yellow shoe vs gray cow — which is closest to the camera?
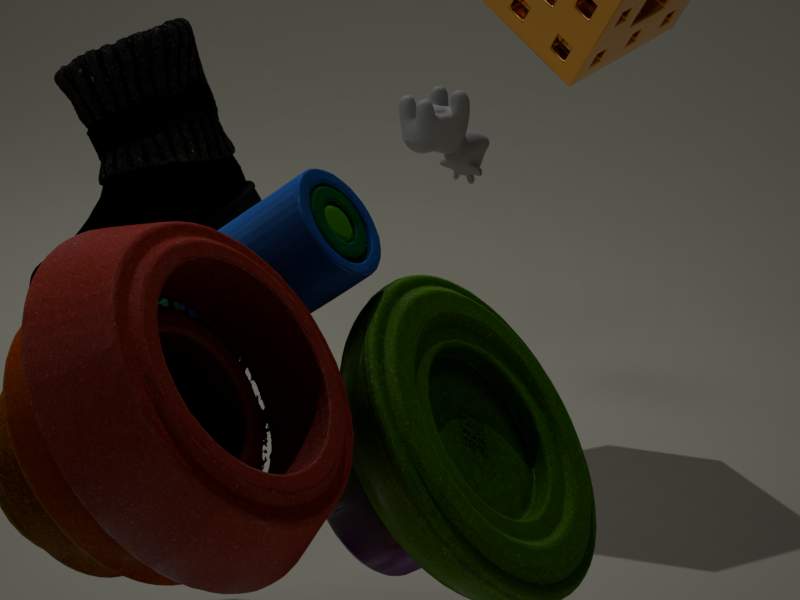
yellow shoe
